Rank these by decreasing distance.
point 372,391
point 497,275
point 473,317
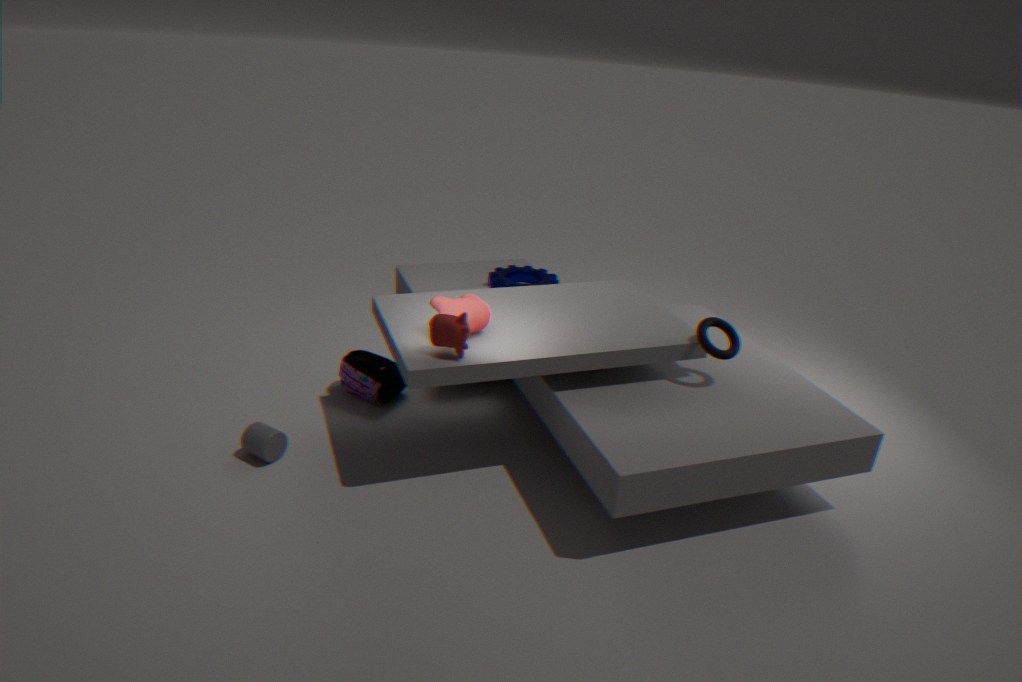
point 497,275
point 372,391
point 473,317
